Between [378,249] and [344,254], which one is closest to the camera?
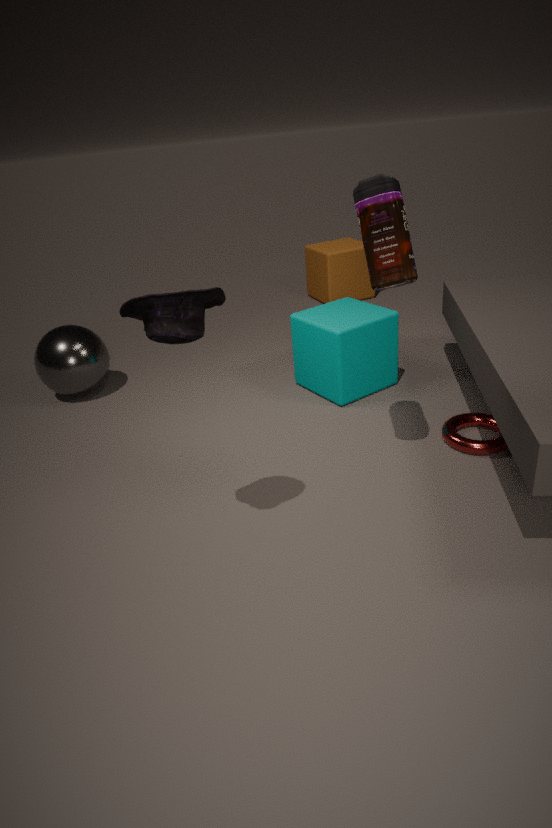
[378,249]
